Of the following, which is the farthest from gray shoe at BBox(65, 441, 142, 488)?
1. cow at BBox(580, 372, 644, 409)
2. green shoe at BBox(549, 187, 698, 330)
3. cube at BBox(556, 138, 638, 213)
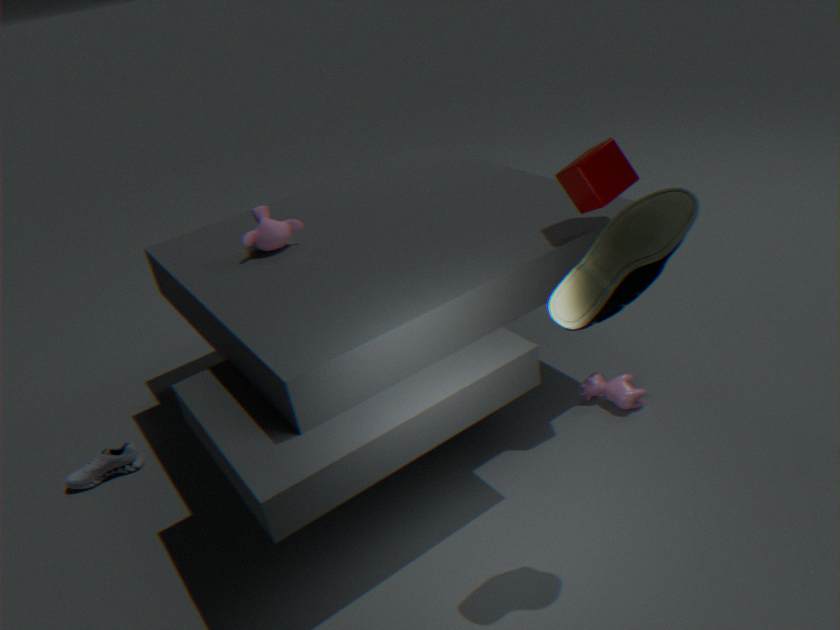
cube at BBox(556, 138, 638, 213)
